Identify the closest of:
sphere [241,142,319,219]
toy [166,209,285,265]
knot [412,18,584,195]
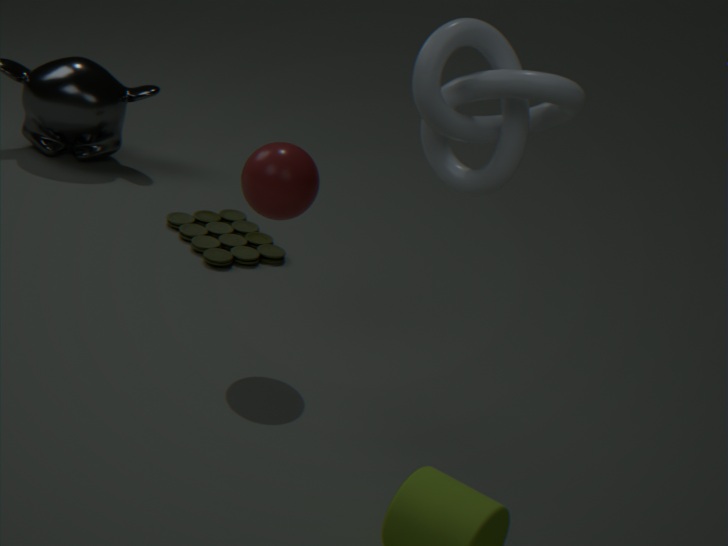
knot [412,18,584,195]
